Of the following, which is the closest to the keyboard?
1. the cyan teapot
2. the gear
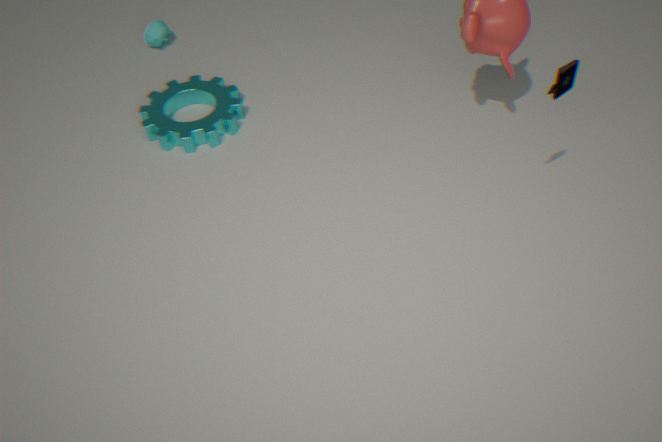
the gear
